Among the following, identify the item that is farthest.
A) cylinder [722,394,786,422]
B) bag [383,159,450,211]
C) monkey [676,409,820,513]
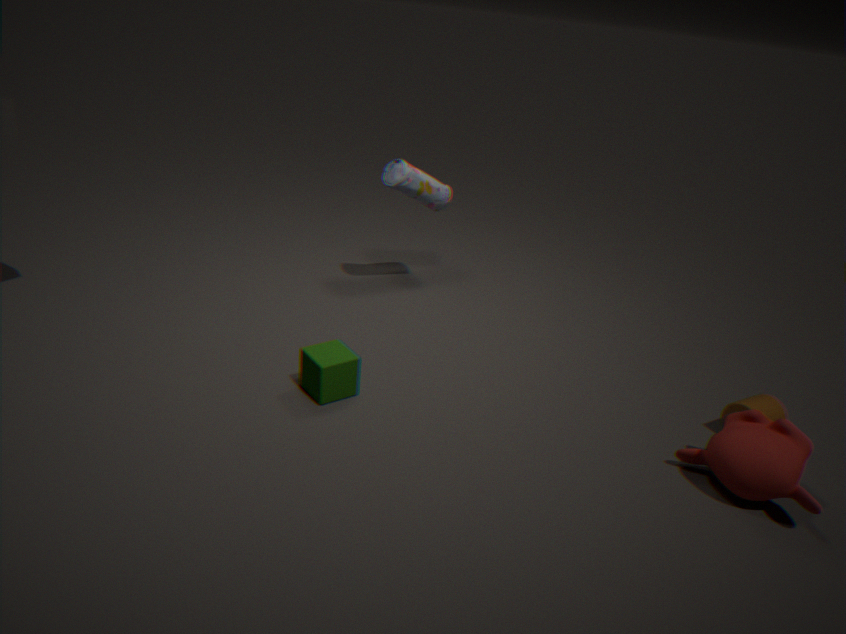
bag [383,159,450,211]
